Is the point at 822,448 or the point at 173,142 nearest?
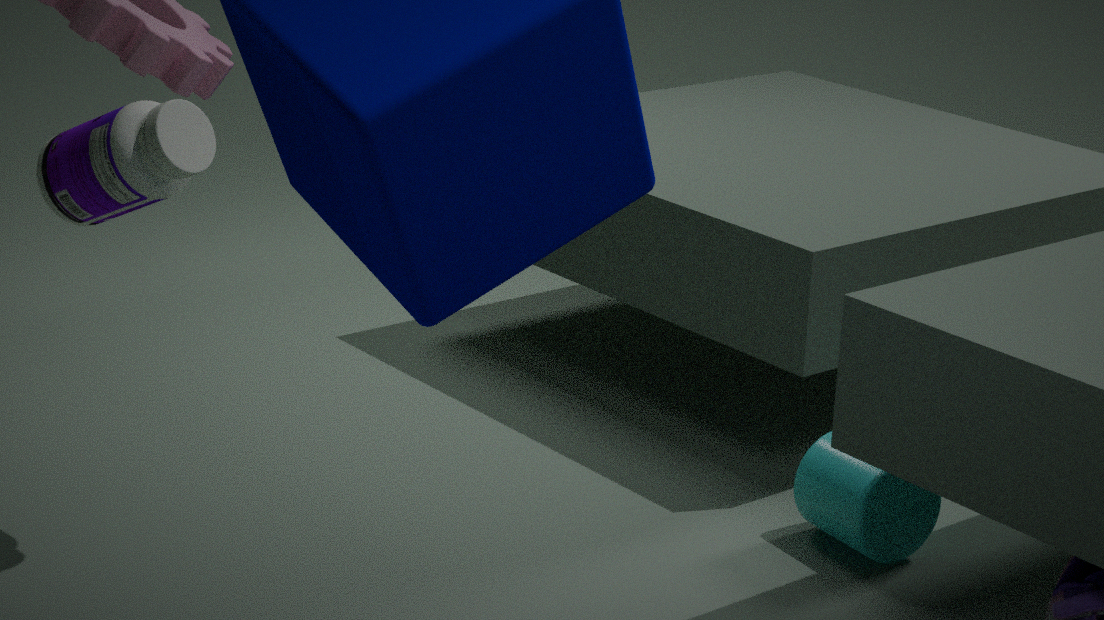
the point at 173,142
